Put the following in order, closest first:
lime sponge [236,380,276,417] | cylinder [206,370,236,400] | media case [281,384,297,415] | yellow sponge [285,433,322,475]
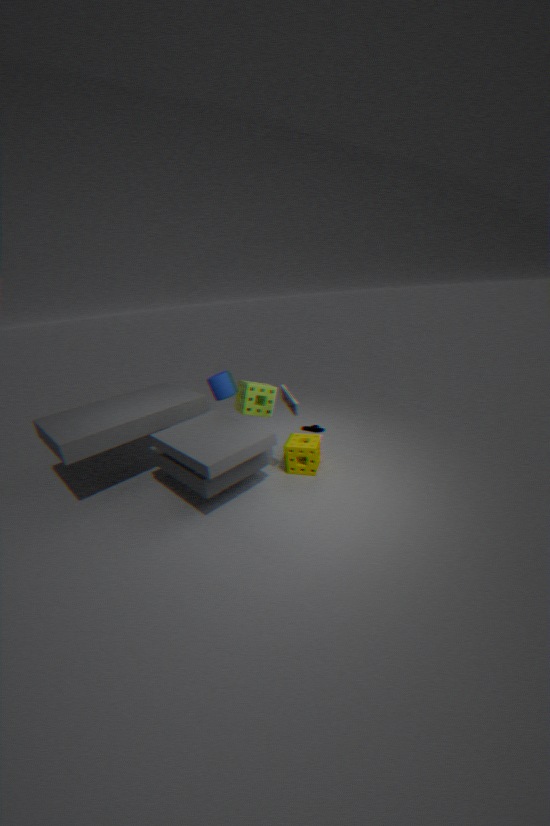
media case [281,384,297,415] → yellow sponge [285,433,322,475] → lime sponge [236,380,276,417] → cylinder [206,370,236,400]
